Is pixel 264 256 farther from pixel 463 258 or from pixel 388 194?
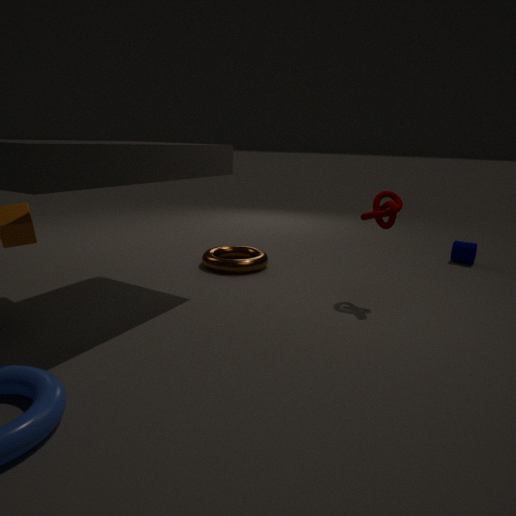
pixel 463 258
